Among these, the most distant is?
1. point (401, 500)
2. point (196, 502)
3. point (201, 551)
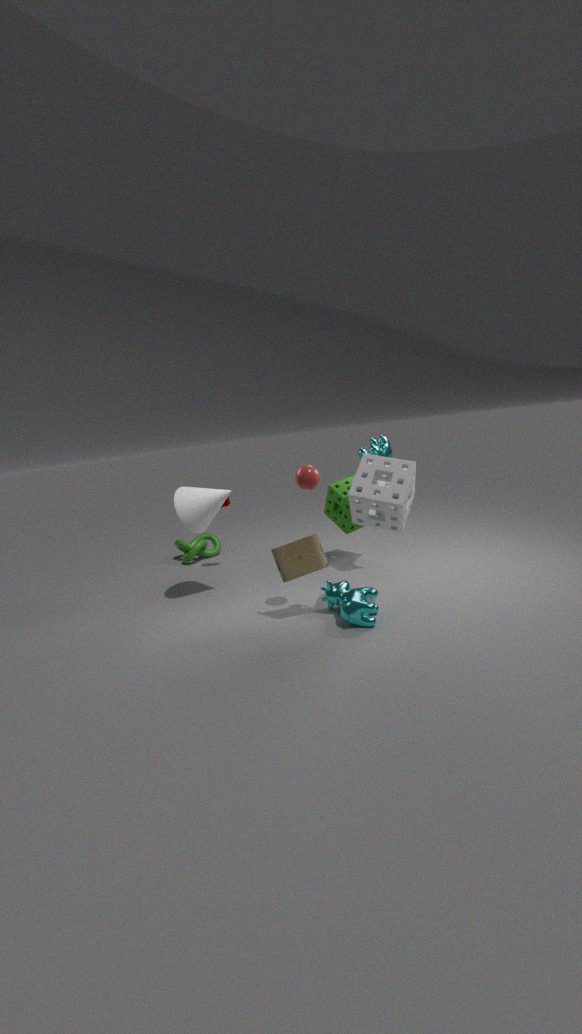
point (201, 551)
